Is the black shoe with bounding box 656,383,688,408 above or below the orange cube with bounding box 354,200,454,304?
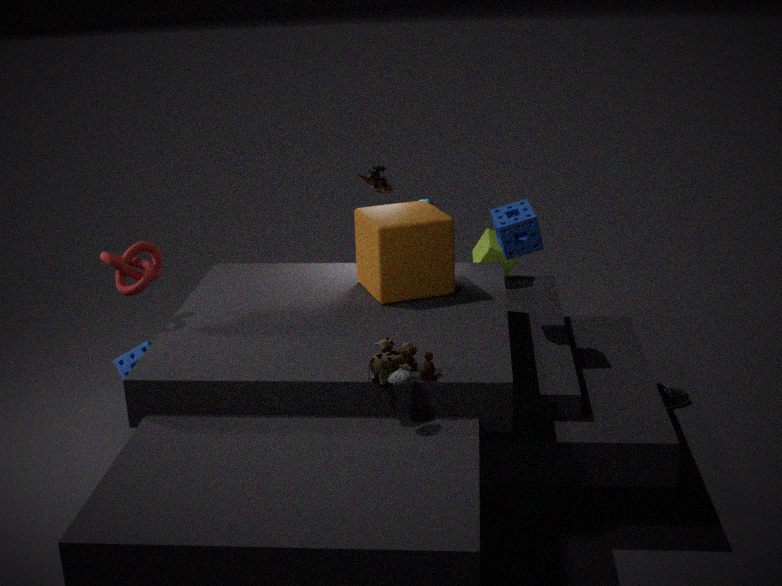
below
